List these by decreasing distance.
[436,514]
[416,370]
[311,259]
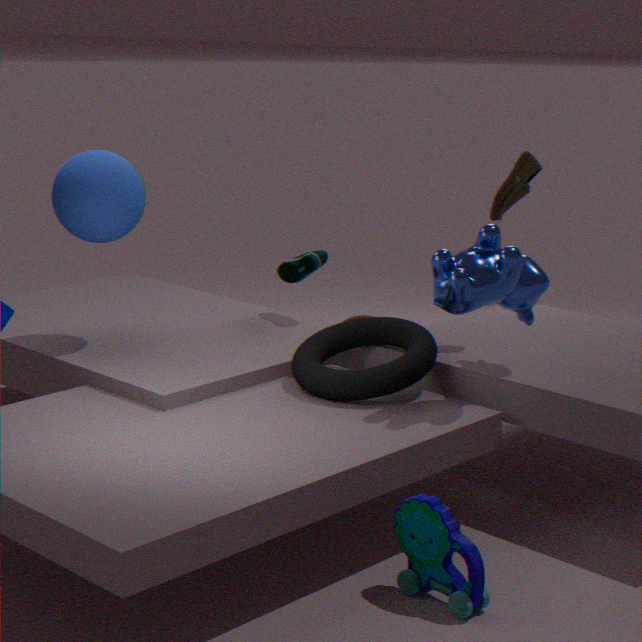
[311,259] < [416,370] < [436,514]
